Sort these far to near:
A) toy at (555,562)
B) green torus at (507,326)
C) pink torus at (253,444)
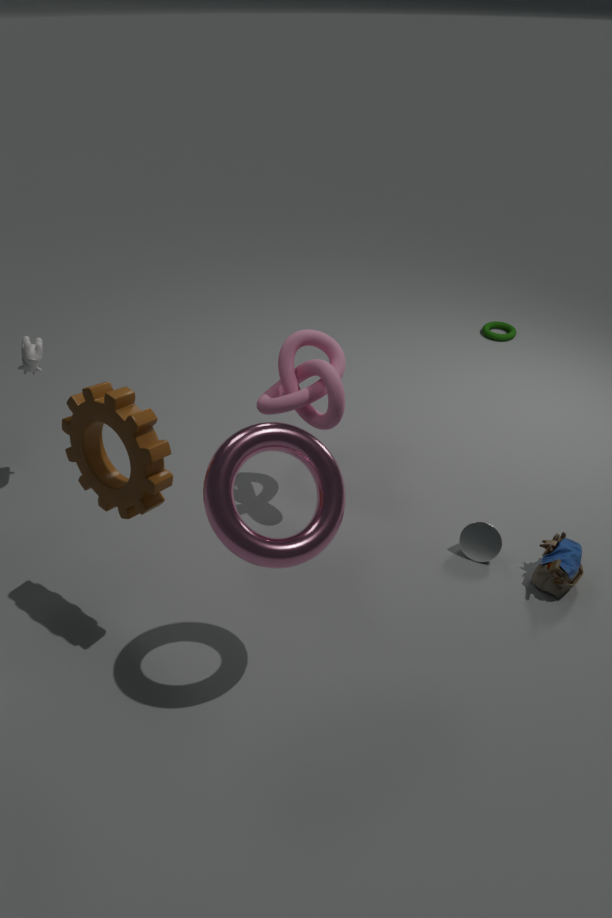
green torus at (507,326) → toy at (555,562) → pink torus at (253,444)
